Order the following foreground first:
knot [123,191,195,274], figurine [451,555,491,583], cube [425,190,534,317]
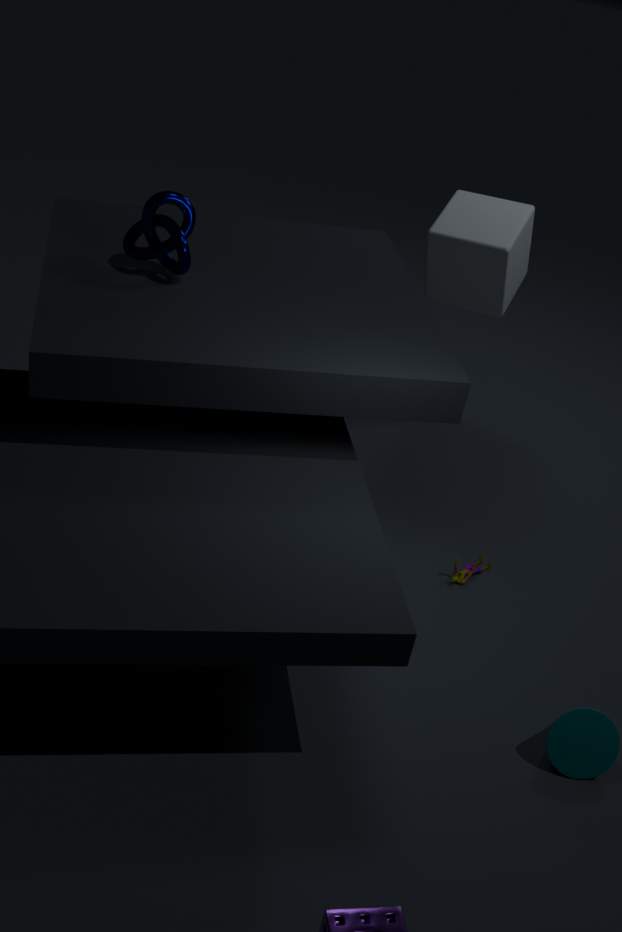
knot [123,191,195,274] < figurine [451,555,491,583] < cube [425,190,534,317]
